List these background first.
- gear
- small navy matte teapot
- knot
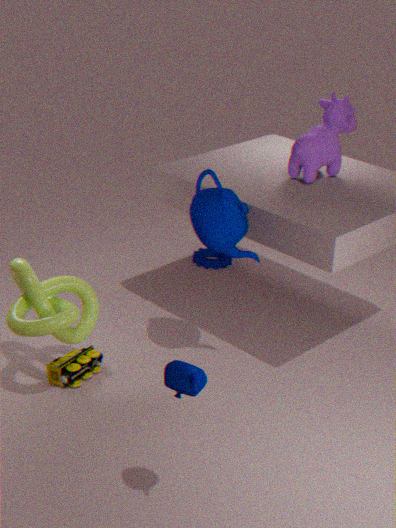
gear < knot < small navy matte teapot
